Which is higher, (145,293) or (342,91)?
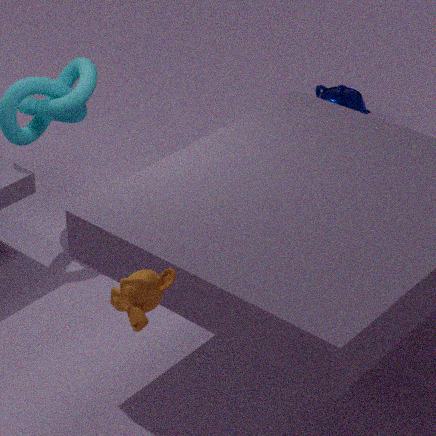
(145,293)
